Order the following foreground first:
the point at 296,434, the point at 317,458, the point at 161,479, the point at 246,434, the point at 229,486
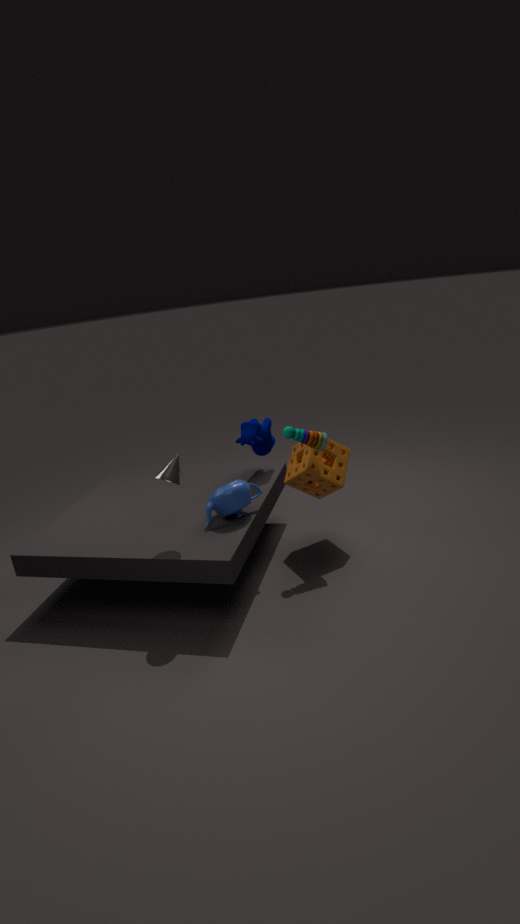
the point at 161,479
the point at 229,486
the point at 296,434
the point at 317,458
the point at 246,434
